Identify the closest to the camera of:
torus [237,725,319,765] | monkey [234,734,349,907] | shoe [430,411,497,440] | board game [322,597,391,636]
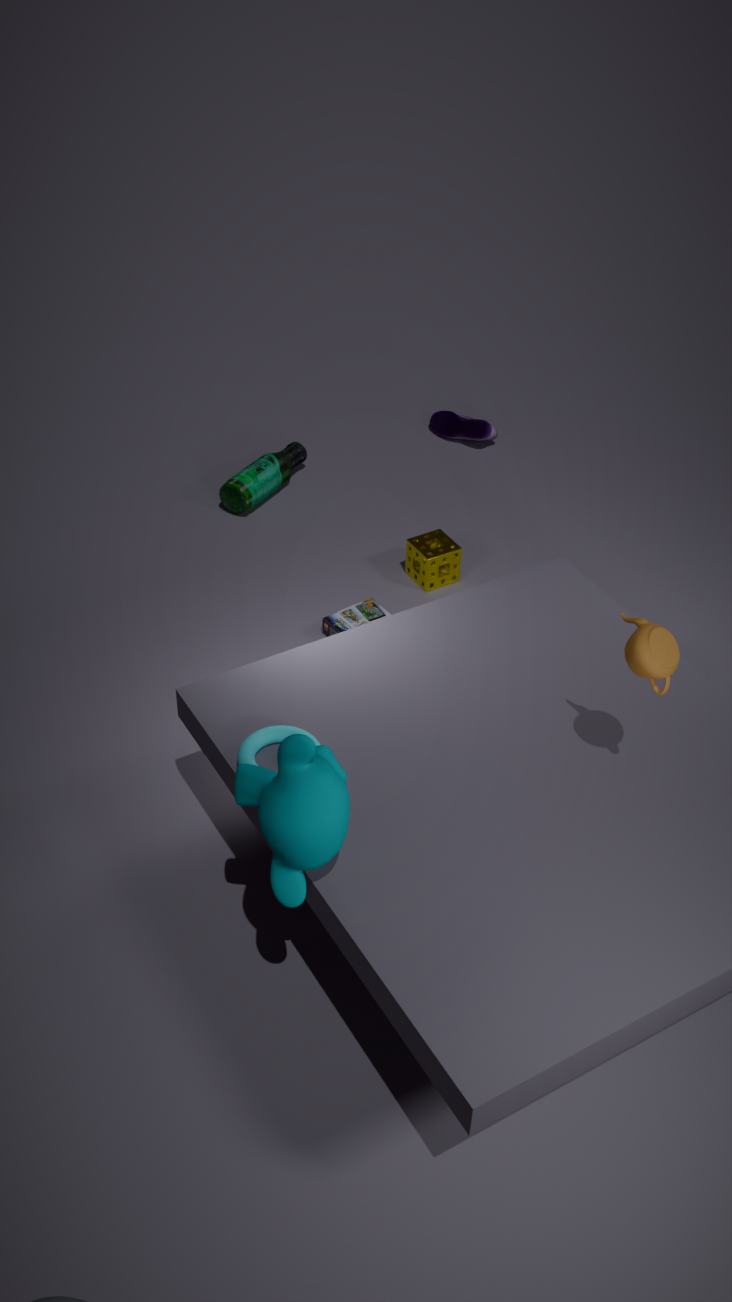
monkey [234,734,349,907]
